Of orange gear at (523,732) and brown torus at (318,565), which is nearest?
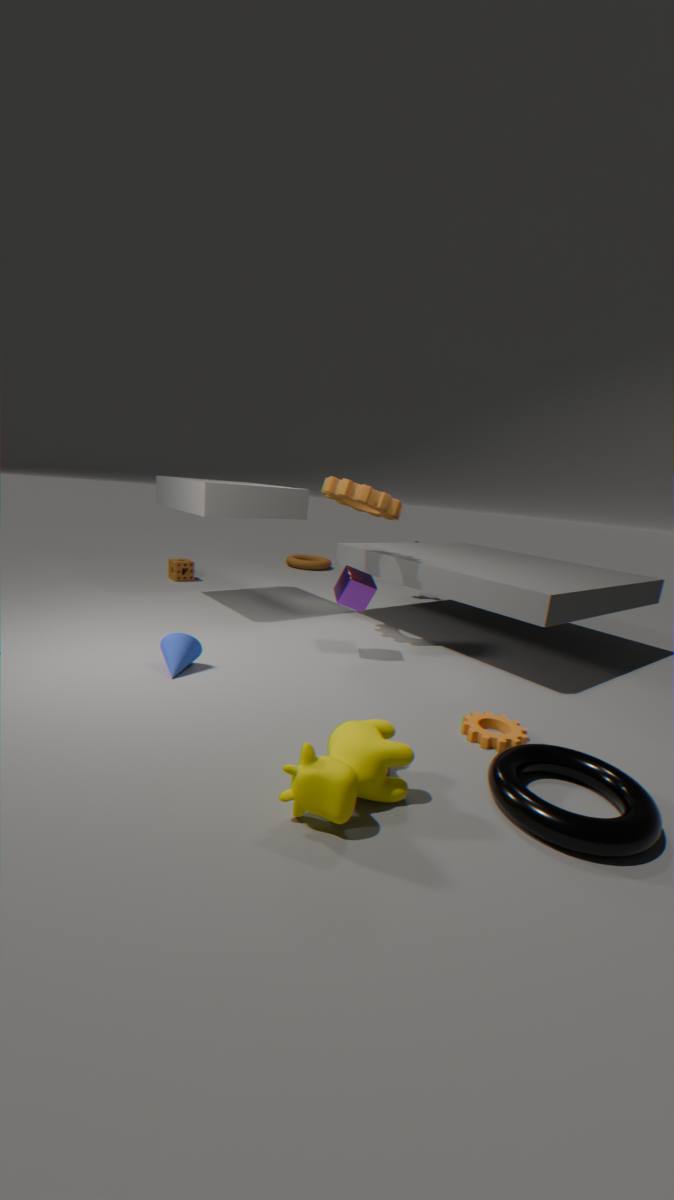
orange gear at (523,732)
